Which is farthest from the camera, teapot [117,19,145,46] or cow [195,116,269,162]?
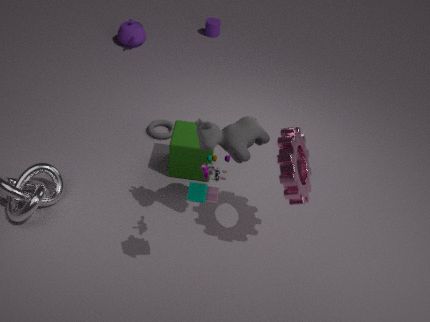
teapot [117,19,145,46]
